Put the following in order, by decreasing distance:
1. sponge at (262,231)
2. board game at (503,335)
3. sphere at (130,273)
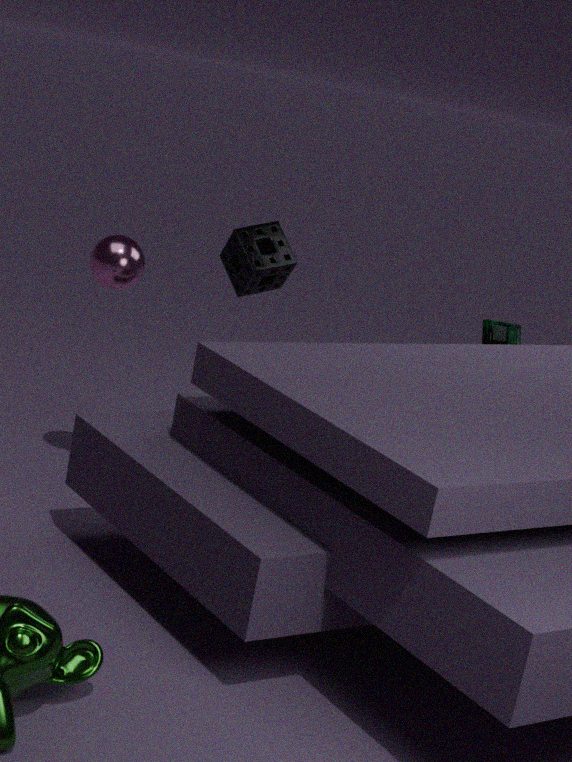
1. board game at (503,335)
2. sponge at (262,231)
3. sphere at (130,273)
